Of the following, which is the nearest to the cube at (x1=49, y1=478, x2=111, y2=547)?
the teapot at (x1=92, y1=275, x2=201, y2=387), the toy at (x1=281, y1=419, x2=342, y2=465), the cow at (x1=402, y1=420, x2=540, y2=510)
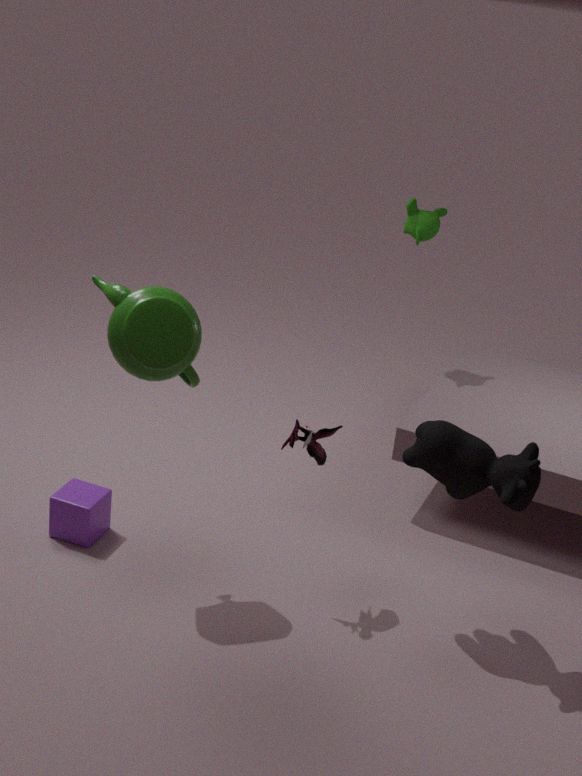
the teapot at (x1=92, y1=275, x2=201, y2=387)
